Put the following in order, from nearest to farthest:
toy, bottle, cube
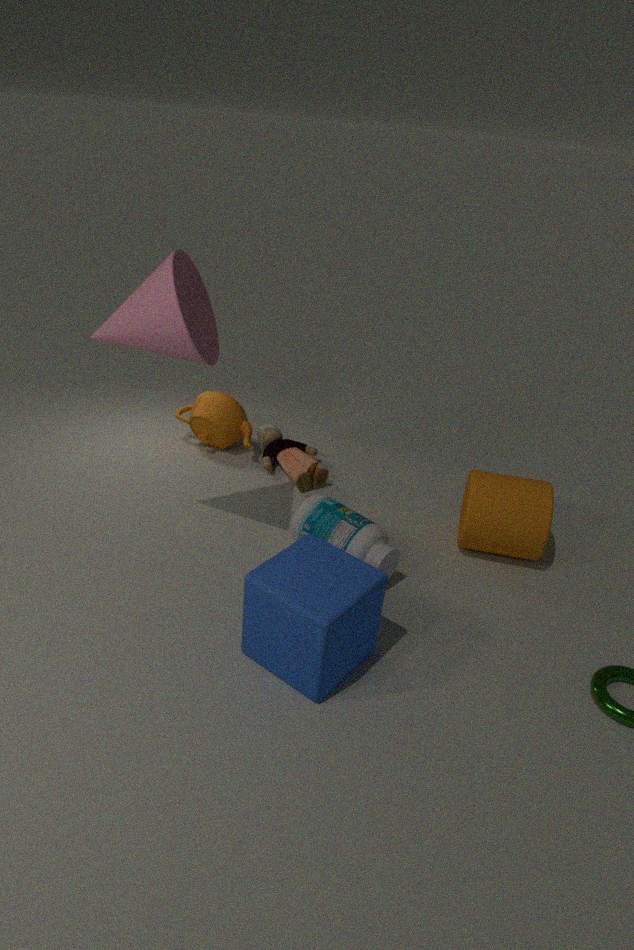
cube
bottle
toy
